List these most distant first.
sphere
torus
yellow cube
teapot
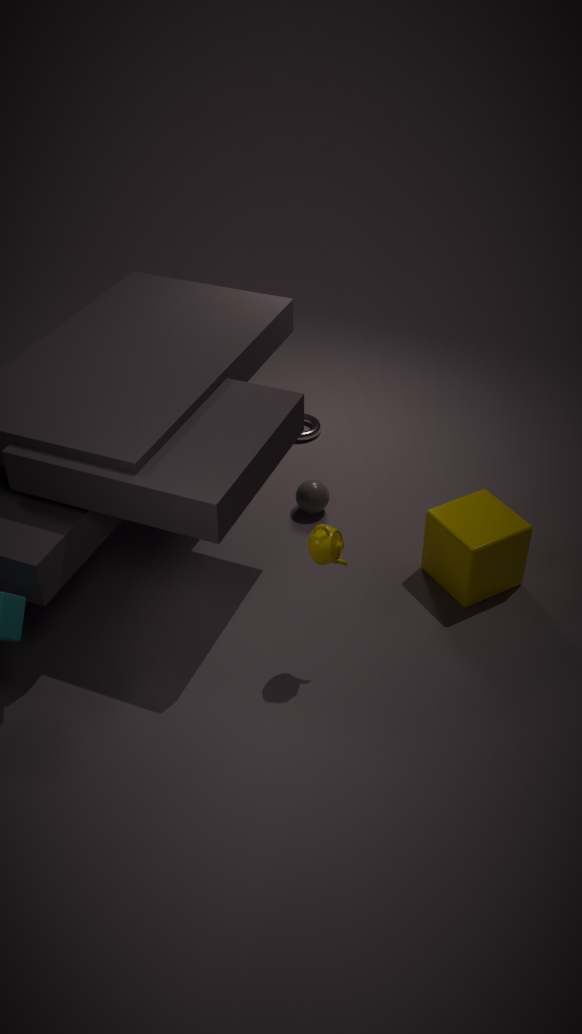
torus → sphere → yellow cube → teapot
